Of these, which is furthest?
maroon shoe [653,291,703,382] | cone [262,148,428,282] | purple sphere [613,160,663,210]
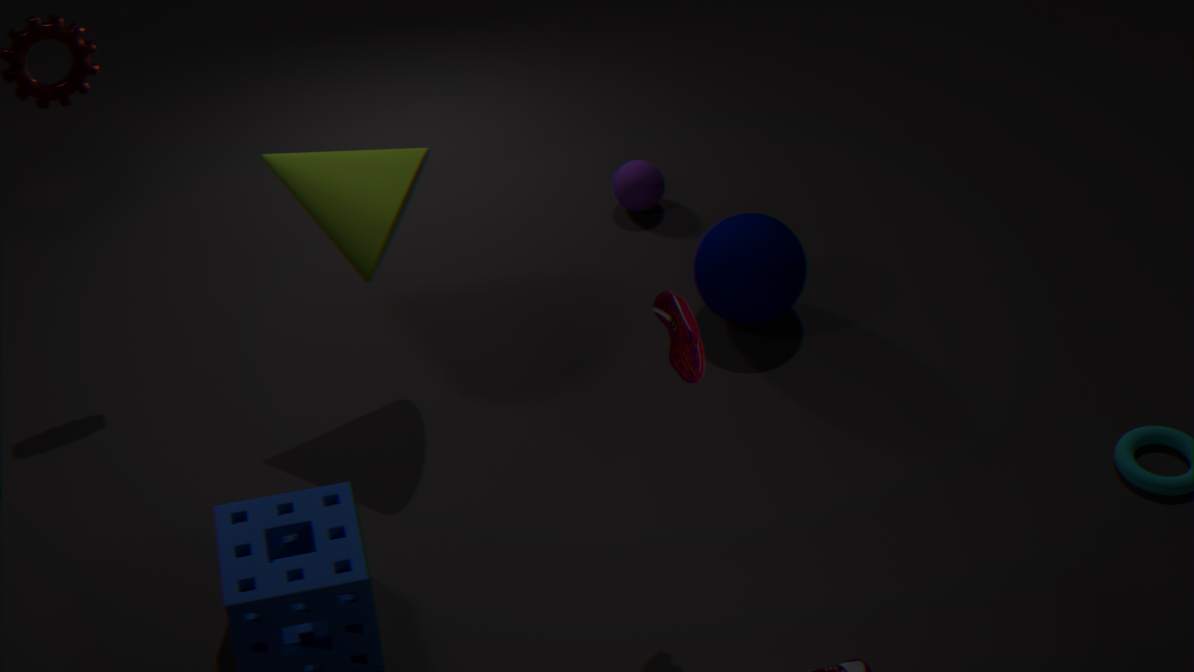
purple sphere [613,160,663,210]
